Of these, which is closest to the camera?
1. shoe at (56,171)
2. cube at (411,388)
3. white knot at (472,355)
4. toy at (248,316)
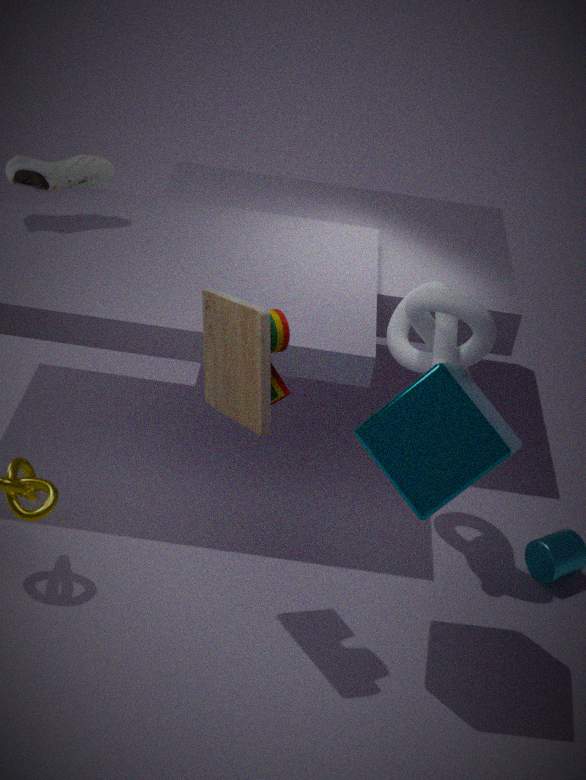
toy at (248,316)
